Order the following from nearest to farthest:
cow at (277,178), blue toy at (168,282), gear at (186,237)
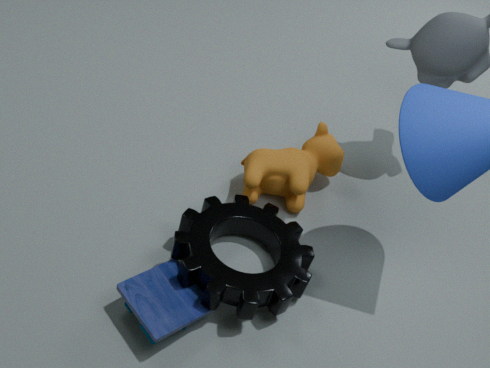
blue toy at (168,282)
gear at (186,237)
cow at (277,178)
